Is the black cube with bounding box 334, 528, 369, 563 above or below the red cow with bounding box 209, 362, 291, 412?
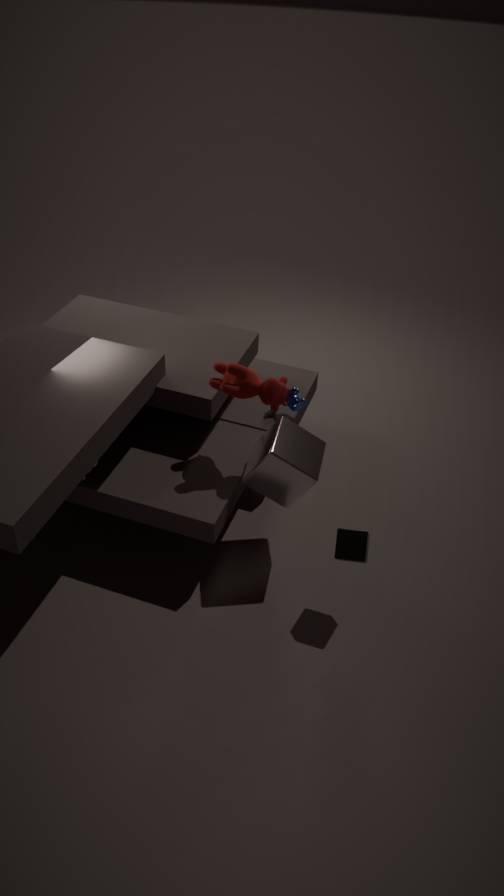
below
